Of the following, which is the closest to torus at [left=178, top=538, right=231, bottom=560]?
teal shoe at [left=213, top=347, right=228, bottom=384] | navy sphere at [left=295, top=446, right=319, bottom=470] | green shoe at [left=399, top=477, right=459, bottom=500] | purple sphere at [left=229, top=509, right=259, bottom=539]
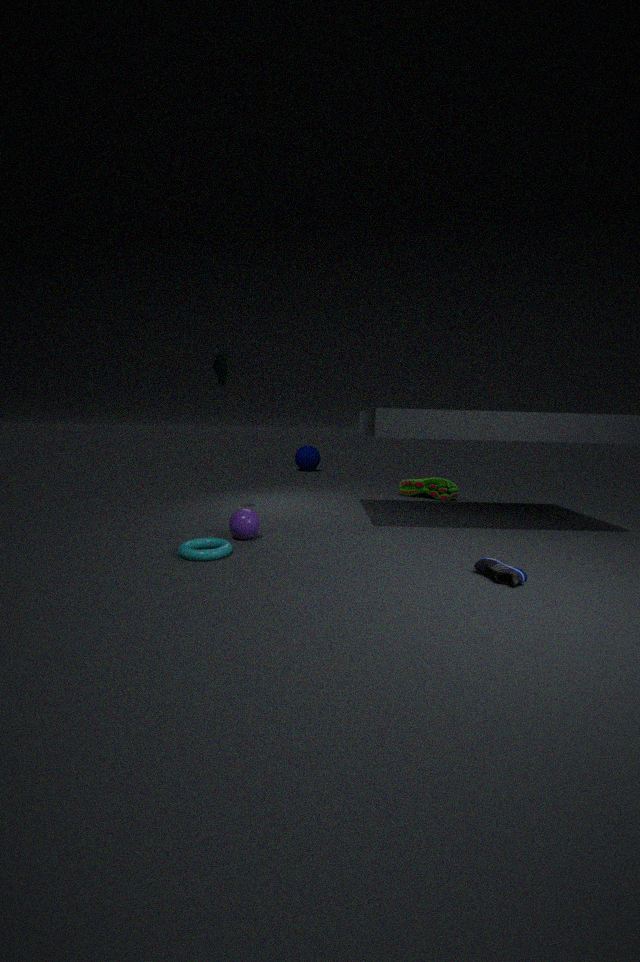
purple sphere at [left=229, top=509, right=259, bottom=539]
